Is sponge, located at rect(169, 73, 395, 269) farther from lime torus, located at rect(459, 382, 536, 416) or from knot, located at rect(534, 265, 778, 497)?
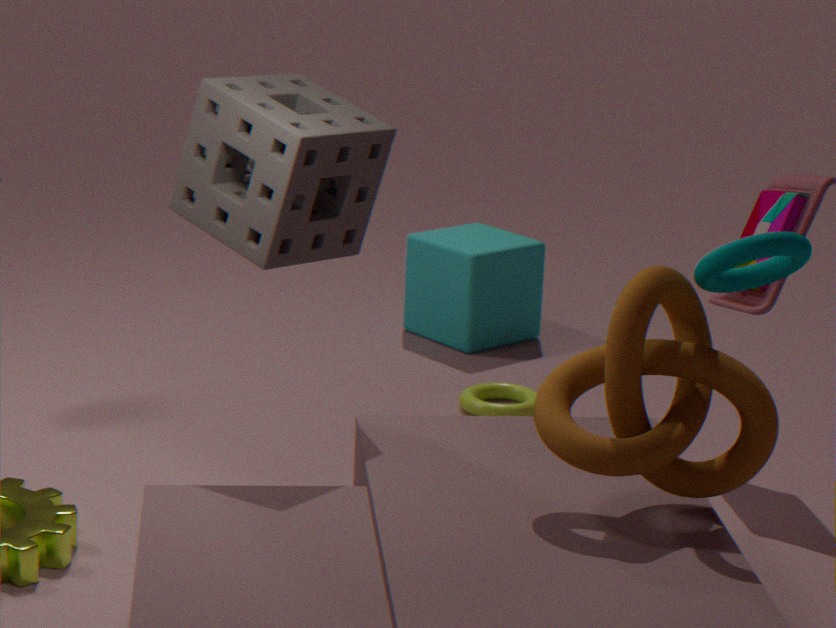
lime torus, located at rect(459, 382, 536, 416)
